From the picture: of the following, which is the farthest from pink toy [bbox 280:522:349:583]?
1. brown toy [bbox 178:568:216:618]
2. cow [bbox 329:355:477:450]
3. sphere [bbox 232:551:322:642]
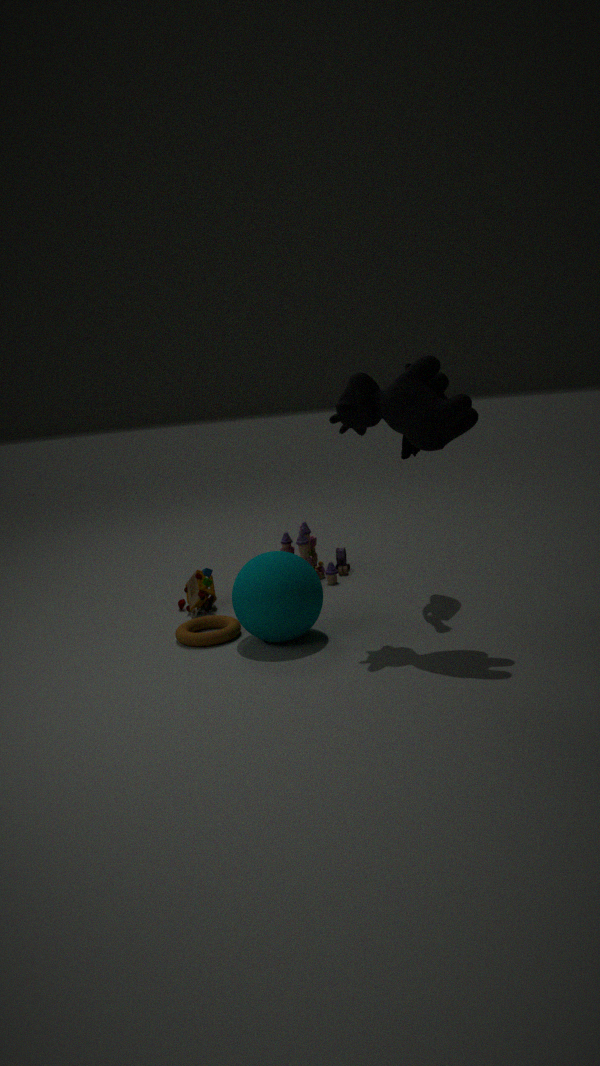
cow [bbox 329:355:477:450]
